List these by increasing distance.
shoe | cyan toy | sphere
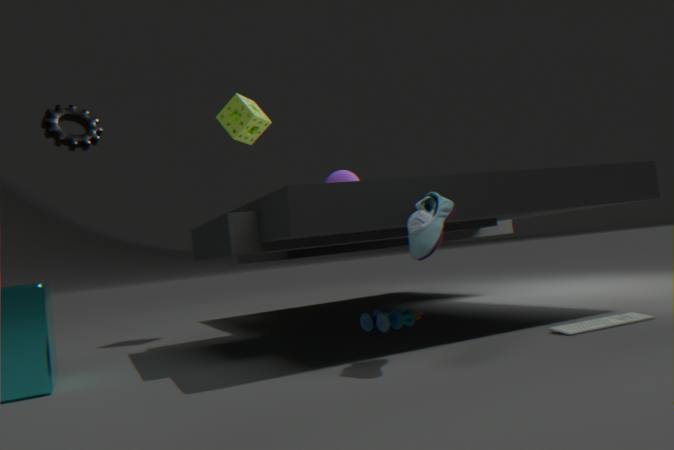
1. shoe
2. cyan toy
3. sphere
